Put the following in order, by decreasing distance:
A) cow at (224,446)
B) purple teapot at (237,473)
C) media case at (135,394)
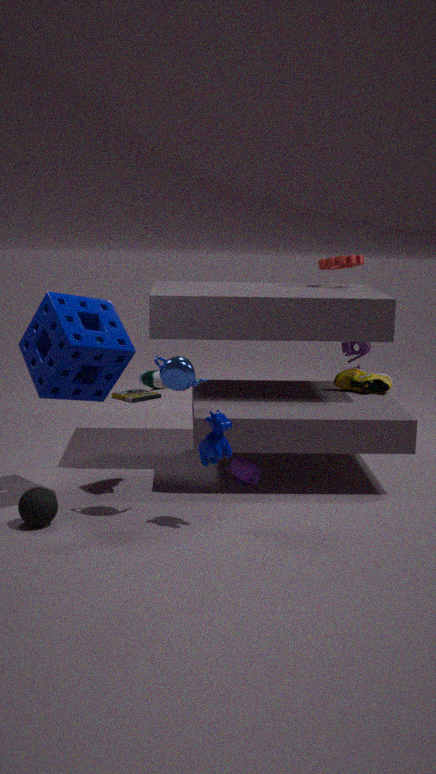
media case at (135,394), purple teapot at (237,473), cow at (224,446)
